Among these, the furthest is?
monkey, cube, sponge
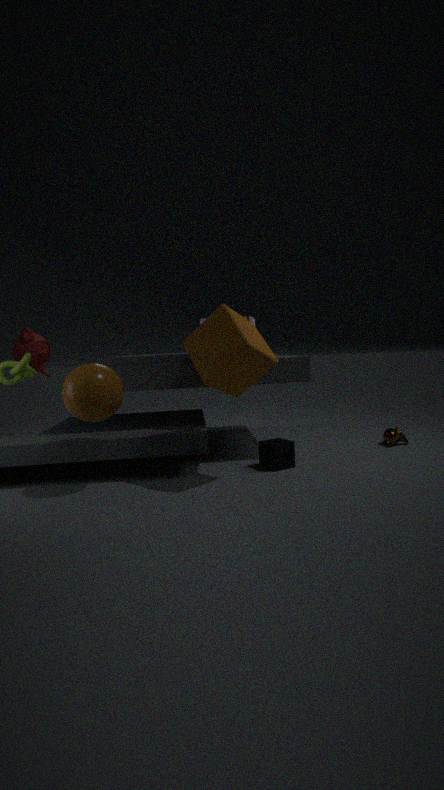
monkey
